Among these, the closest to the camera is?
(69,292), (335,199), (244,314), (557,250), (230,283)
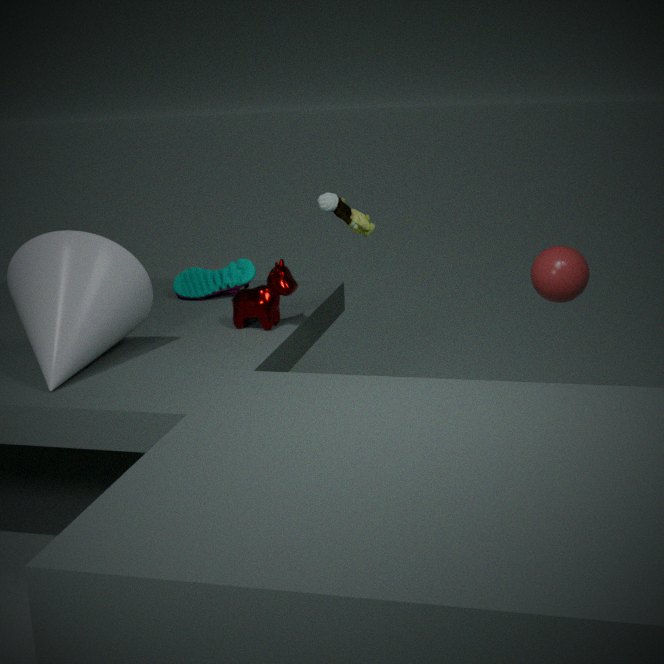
(69,292)
